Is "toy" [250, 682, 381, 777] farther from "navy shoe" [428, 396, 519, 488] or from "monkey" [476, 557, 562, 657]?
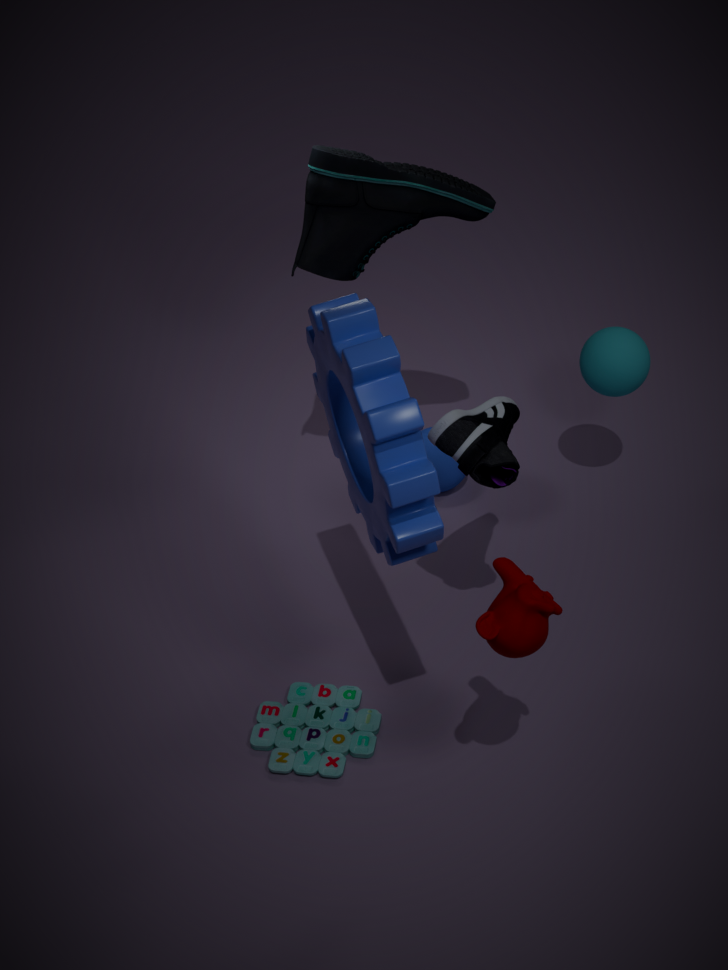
"navy shoe" [428, 396, 519, 488]
